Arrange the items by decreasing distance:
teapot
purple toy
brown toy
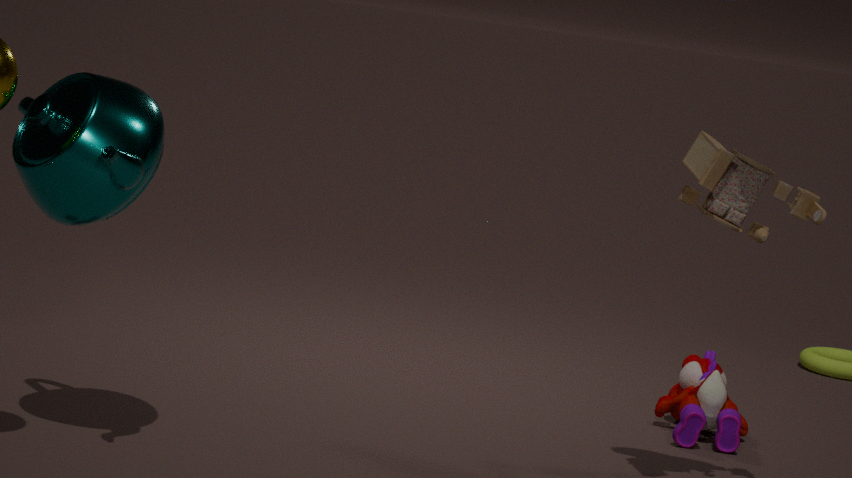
purple toy < brown toy < teapot
